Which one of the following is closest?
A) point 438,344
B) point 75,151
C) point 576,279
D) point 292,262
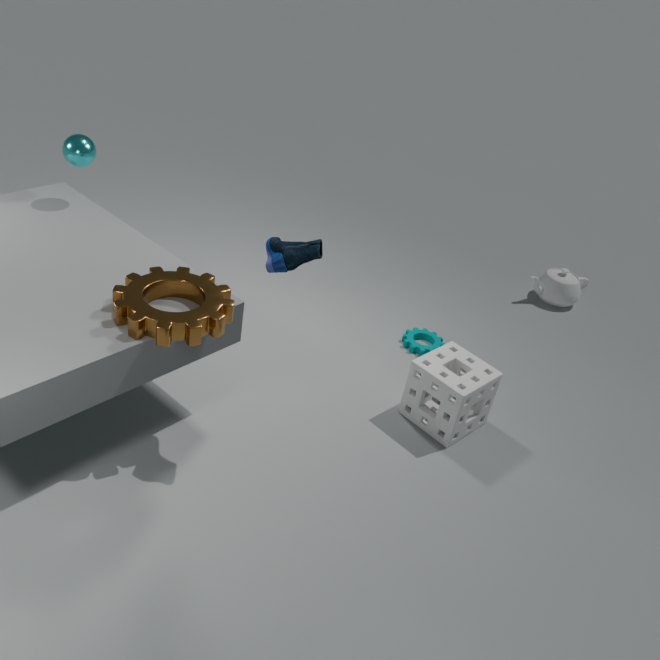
point 292,262
